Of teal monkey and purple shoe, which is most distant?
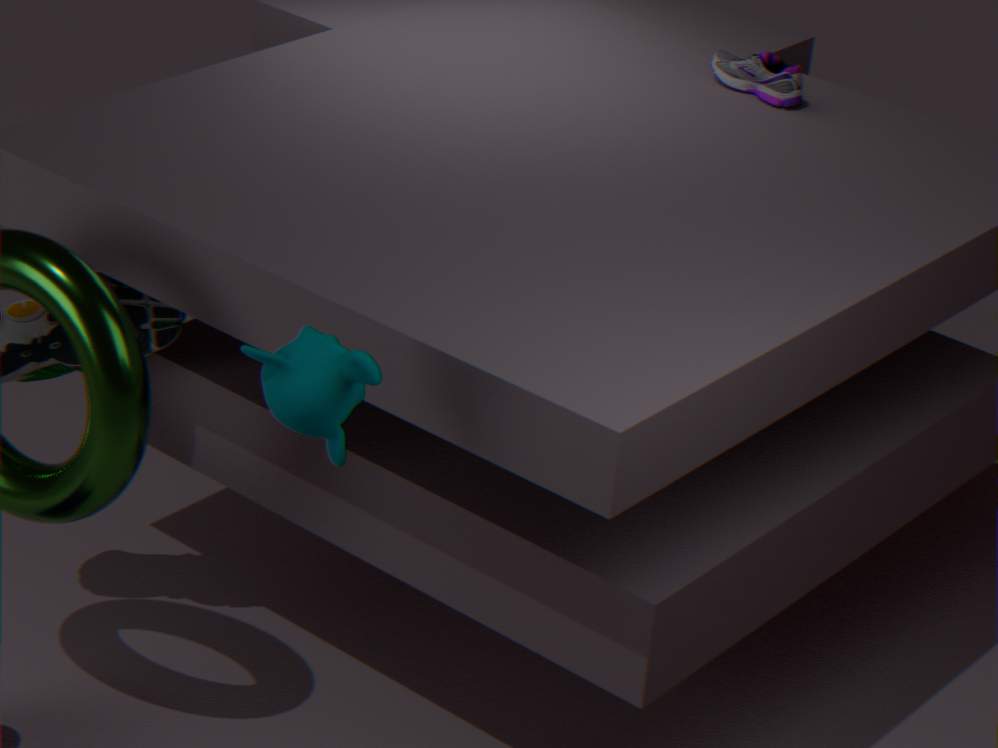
purple shoe
